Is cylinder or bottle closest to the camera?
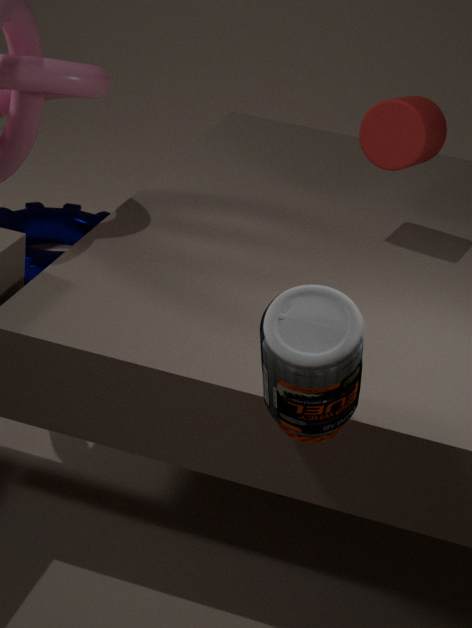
bottle
